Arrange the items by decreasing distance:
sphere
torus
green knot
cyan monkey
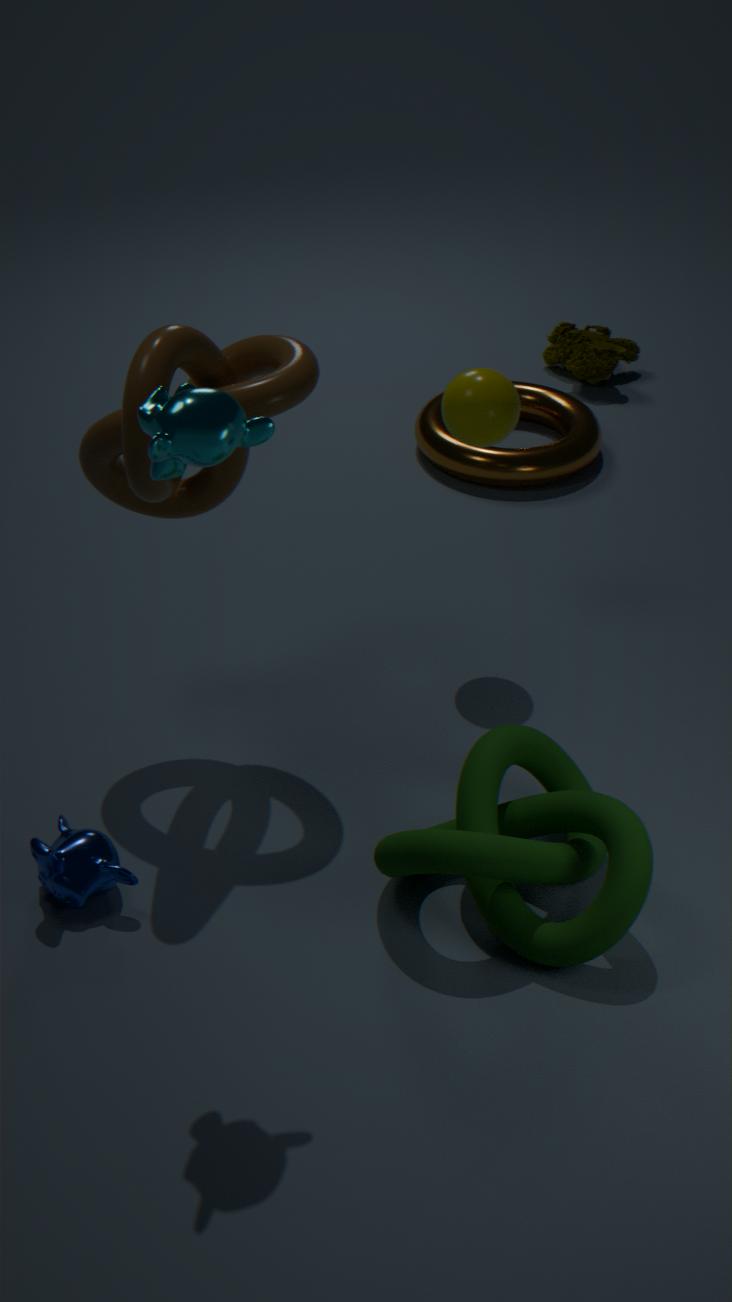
torus < sphere < green knot < cyan monkey
